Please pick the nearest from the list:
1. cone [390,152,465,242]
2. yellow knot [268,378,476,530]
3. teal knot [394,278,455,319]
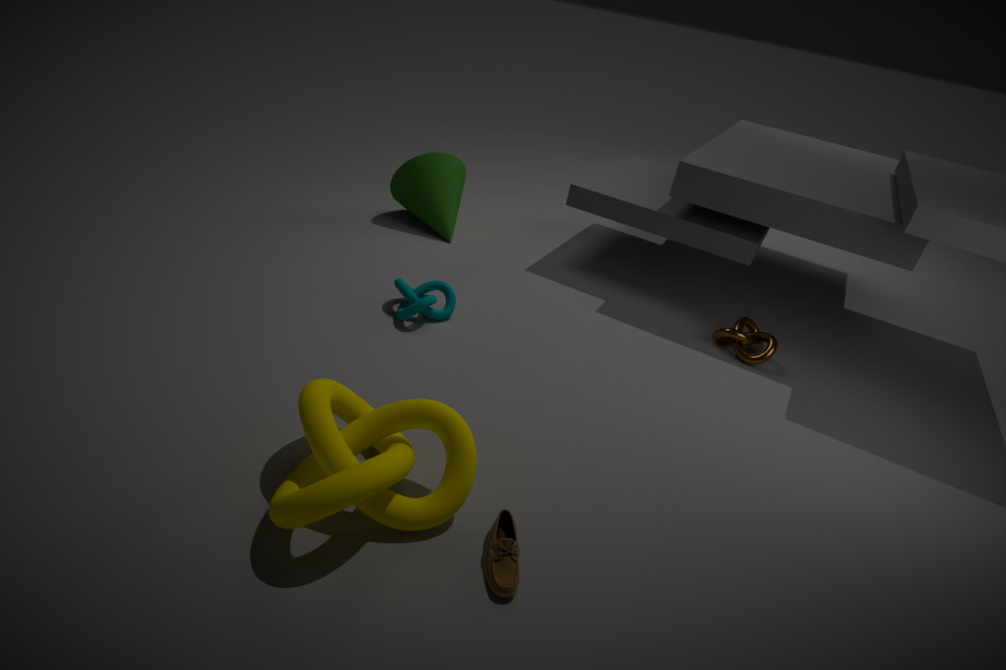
yellow knot [268,378,476,530]
